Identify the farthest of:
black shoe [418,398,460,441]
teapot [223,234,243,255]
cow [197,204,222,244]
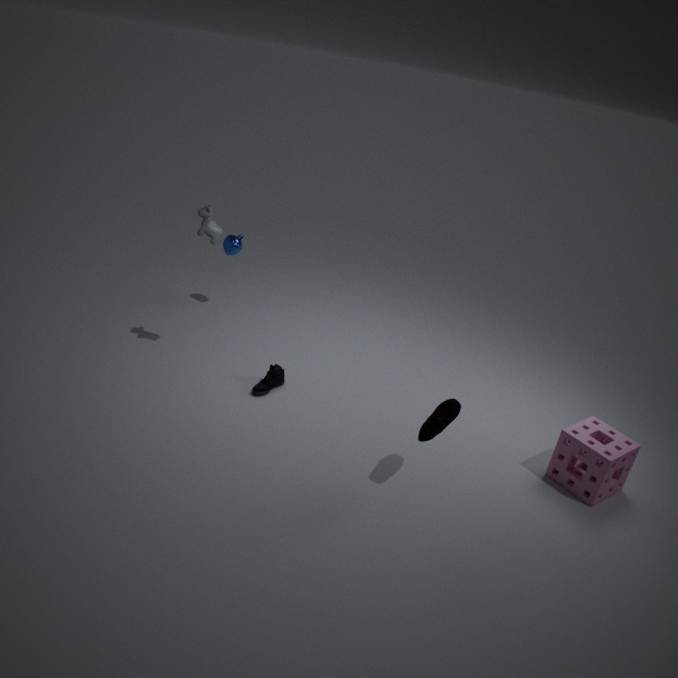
teapot [223,234,243,255]
